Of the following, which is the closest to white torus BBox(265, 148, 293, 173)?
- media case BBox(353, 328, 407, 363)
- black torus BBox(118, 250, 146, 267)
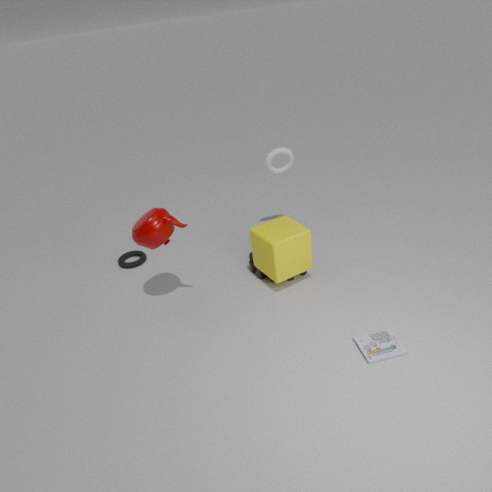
black torus BBox(118, 250, 146, 267)
